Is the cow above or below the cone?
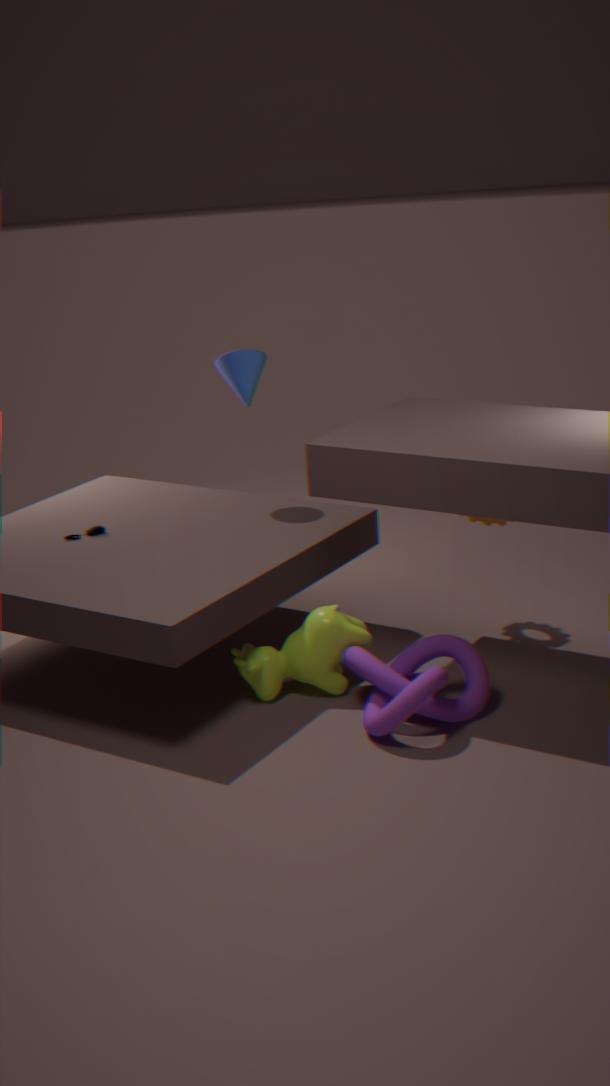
below
